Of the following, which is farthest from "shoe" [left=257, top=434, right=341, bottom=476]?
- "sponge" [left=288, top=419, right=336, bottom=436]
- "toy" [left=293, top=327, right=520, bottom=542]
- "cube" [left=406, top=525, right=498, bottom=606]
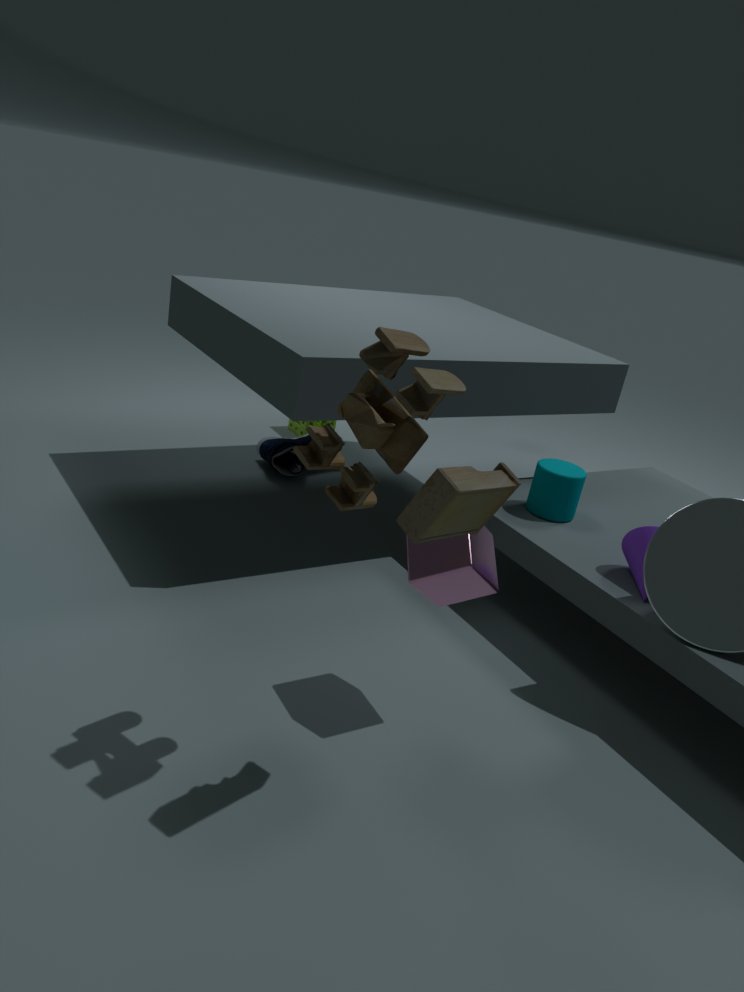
"toy" [left=293, top=327, right=520, bottom=542]
